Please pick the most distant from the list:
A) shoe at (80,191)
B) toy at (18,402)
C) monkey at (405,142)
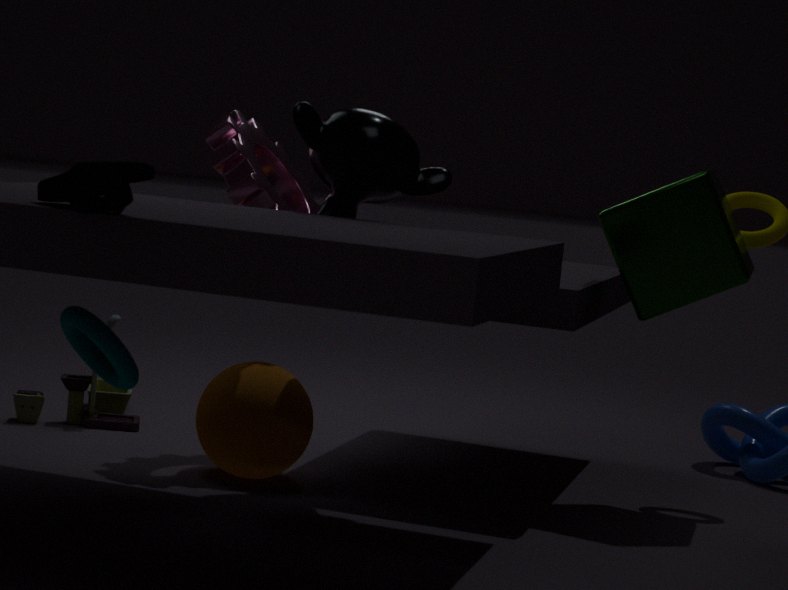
toy at (18,402)
